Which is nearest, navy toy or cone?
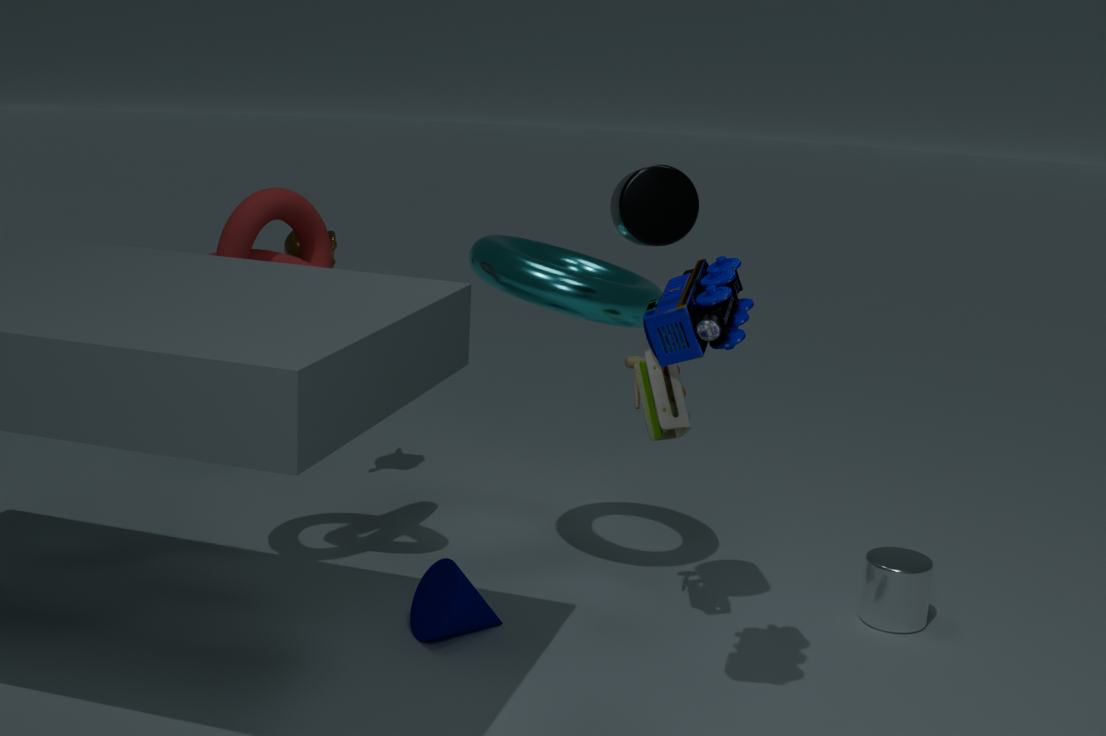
navy toy
